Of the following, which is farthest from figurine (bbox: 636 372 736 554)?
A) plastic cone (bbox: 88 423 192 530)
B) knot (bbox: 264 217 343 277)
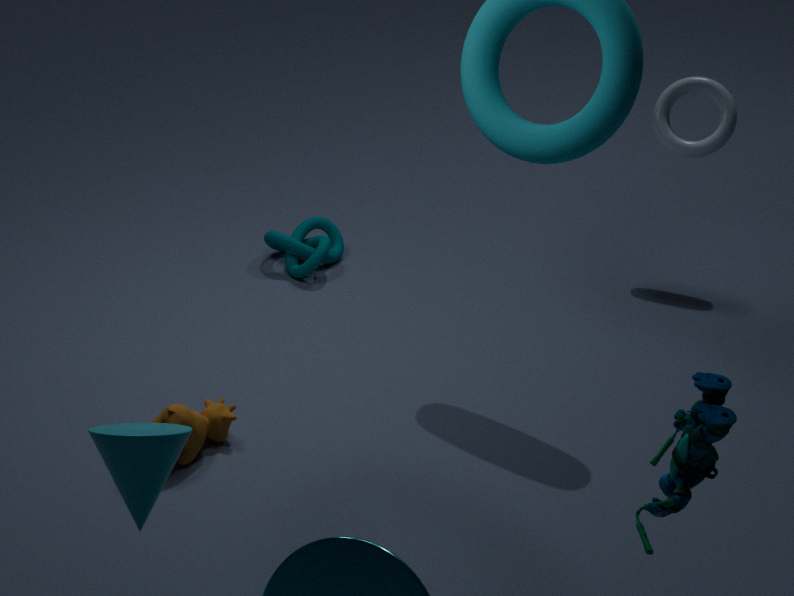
knot (bbox: 264 217 343 277)
